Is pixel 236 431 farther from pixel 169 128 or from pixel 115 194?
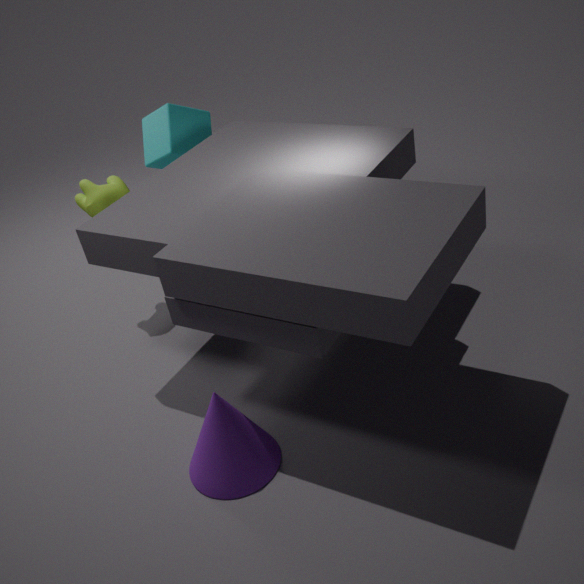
pixel 169 128
